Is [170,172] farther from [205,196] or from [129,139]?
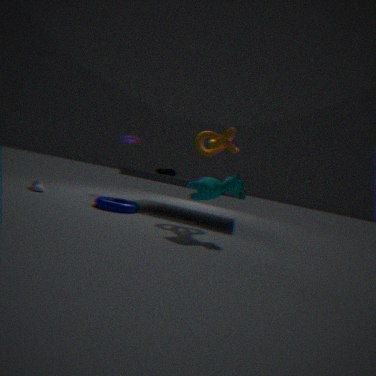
[205,196]
